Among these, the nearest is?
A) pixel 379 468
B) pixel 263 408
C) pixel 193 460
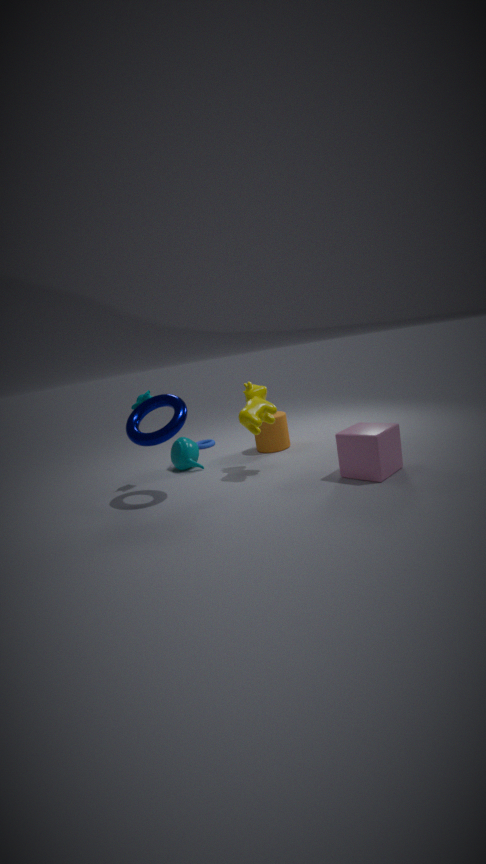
pixel 379 468
